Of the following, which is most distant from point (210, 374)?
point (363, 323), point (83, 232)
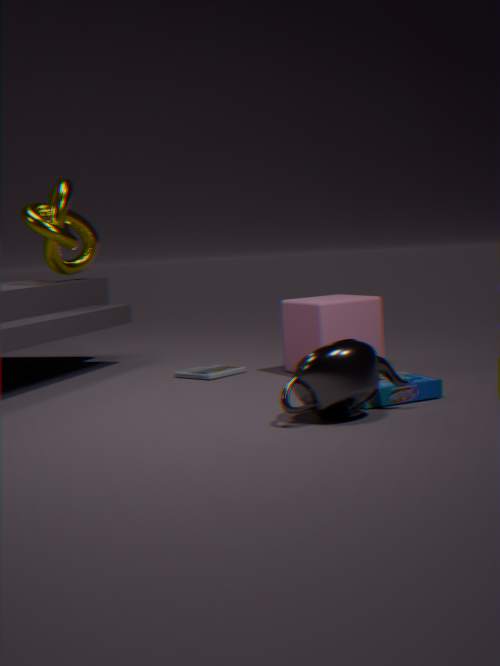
point (83, 232)
